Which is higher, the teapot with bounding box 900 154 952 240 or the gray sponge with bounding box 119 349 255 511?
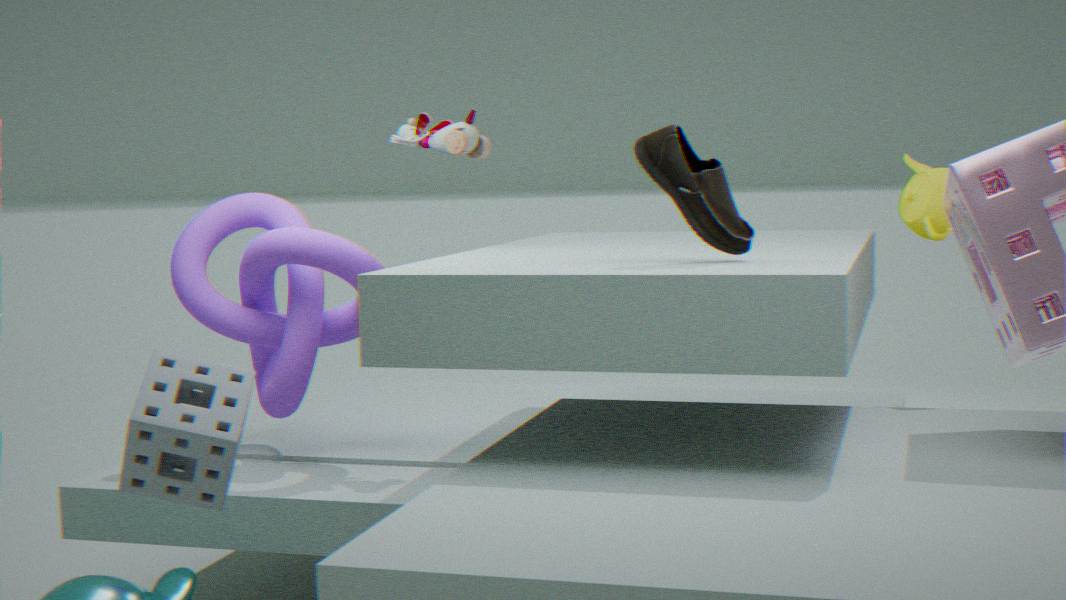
the teapot with bounding box 900 154 952 240
